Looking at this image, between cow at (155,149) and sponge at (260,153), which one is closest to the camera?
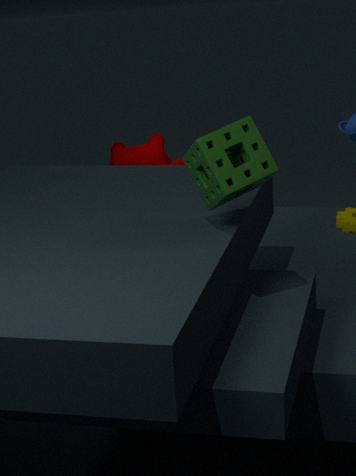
sponge at (260,153)
